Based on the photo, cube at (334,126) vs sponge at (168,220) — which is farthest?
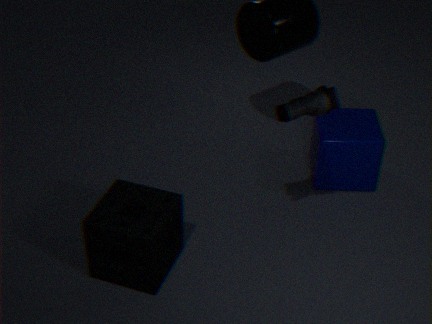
cube at (334,126)
